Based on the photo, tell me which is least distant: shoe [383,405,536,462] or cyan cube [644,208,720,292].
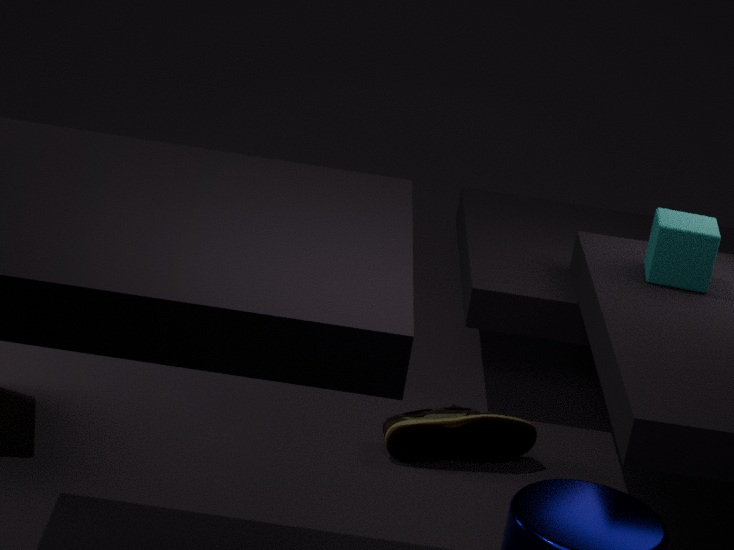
shoe [383,405,536,462]
